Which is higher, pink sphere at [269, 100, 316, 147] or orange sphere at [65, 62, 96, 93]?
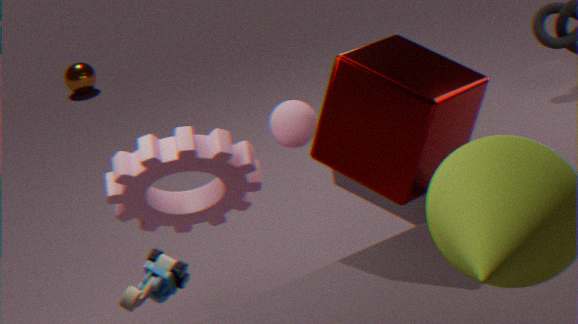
pink sphere at [269, 100, 316, 147]
